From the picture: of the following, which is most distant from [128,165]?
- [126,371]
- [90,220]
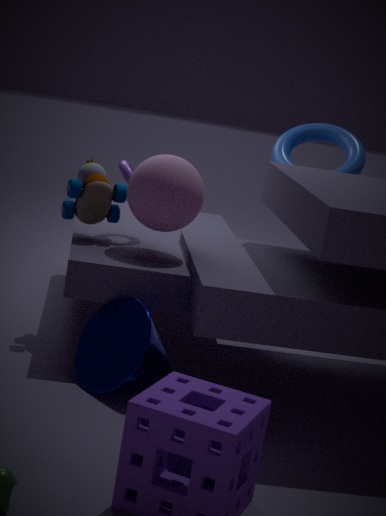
[126,371]
